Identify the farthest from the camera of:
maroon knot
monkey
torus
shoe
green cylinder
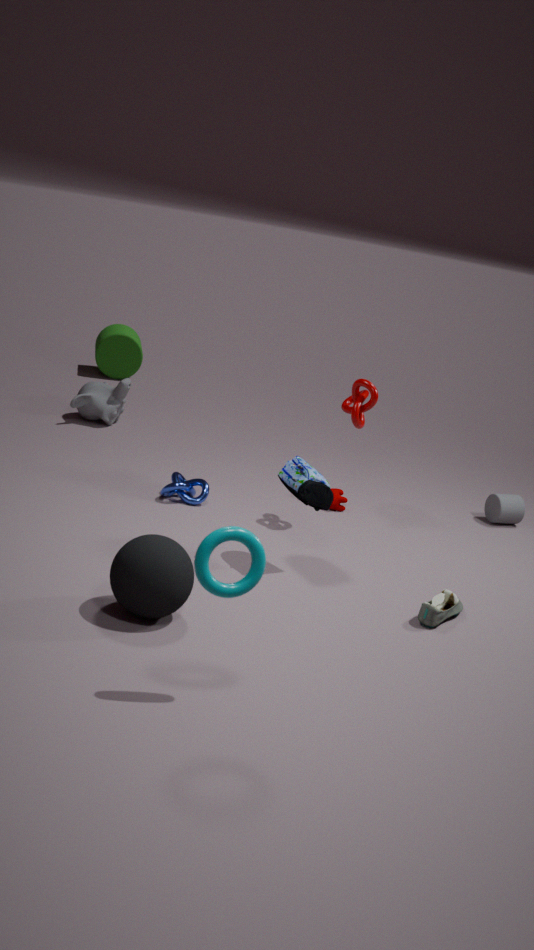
green cylinder
